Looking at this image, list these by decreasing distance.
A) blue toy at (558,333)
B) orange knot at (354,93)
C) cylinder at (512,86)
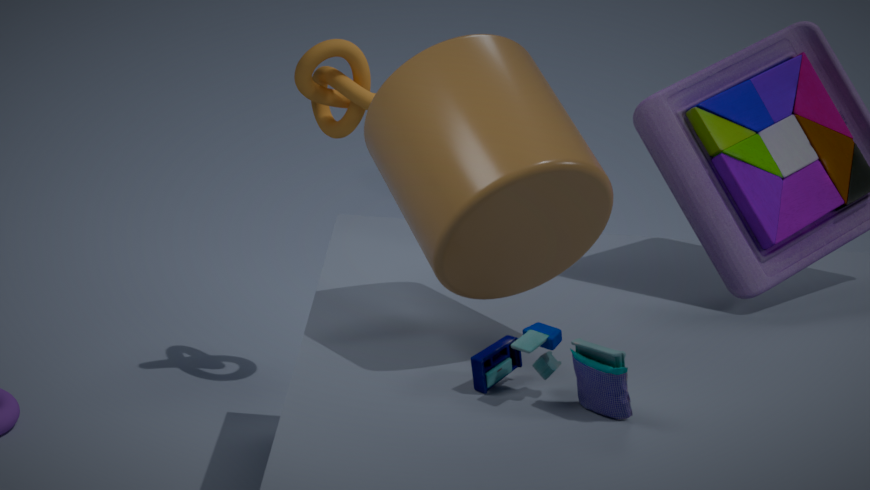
orange knot at (354,93) < cylinder at (512,86) < blue toy at (558,333)
